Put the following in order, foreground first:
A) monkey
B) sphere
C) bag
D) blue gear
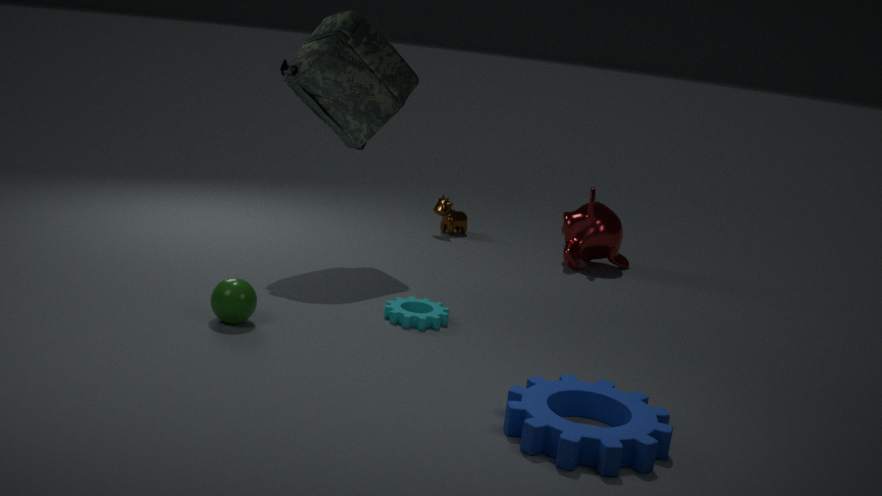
blue gear, sphere, bag, monkey
